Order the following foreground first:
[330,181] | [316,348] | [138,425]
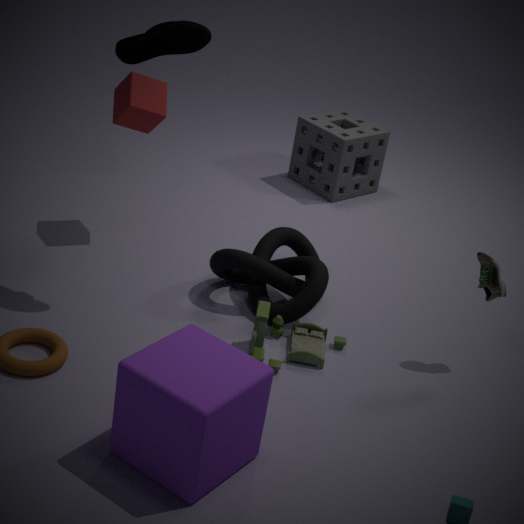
[138,425]
[316,348]
[330,181]
